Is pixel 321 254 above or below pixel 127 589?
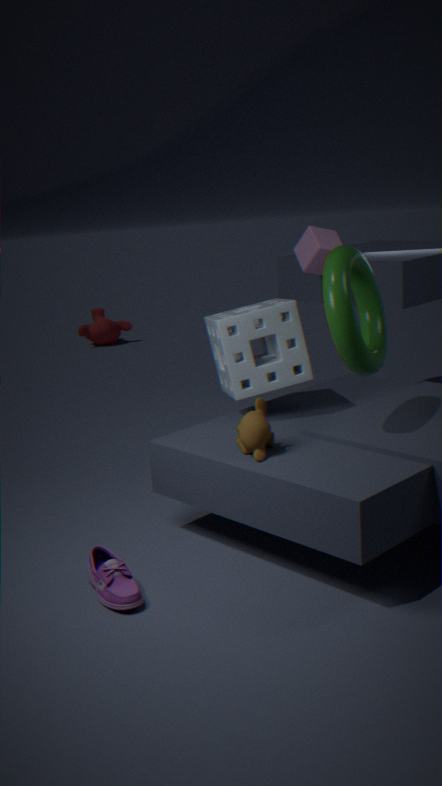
above
